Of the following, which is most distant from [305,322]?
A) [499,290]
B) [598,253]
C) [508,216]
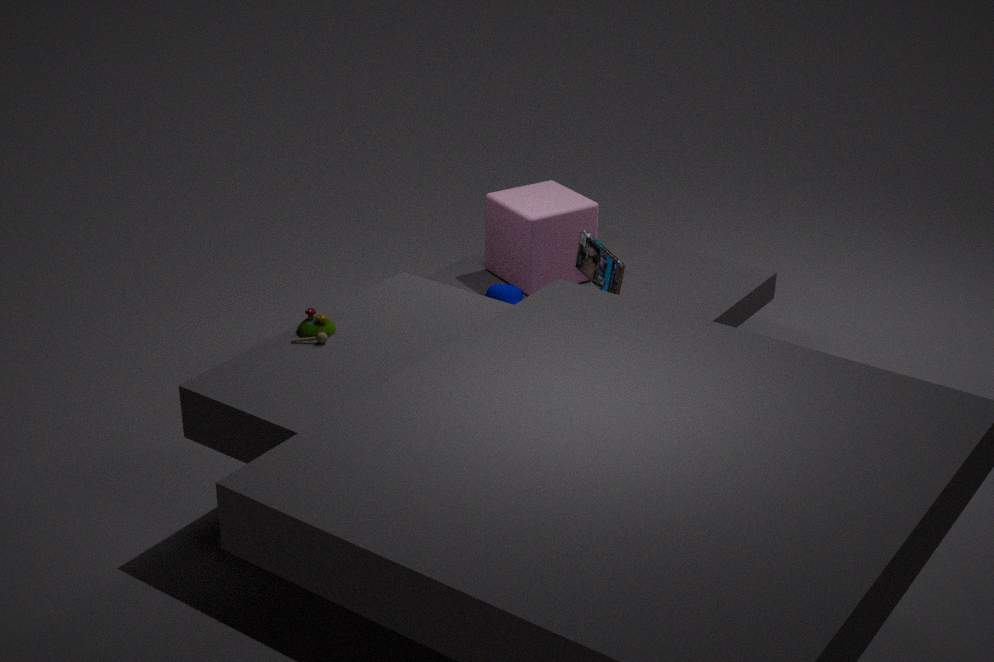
[508,216]
